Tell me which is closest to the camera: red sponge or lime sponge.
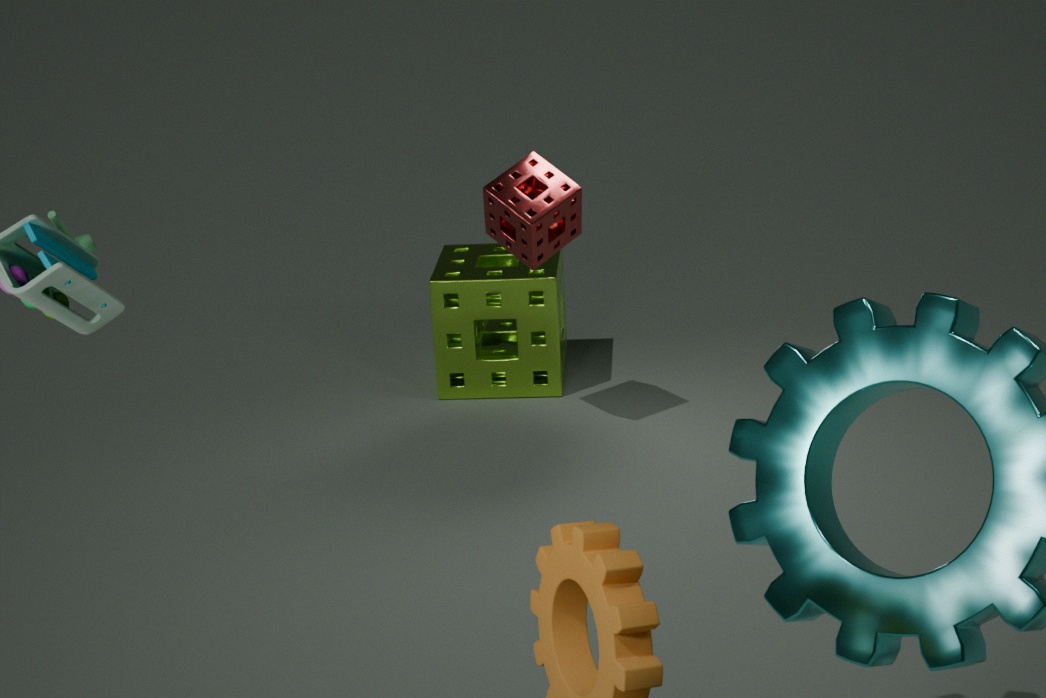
red sponge
